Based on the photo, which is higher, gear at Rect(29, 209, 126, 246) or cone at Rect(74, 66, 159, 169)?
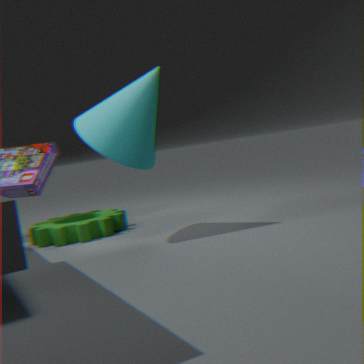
cone at Rect(74, 66, 159, 169)
